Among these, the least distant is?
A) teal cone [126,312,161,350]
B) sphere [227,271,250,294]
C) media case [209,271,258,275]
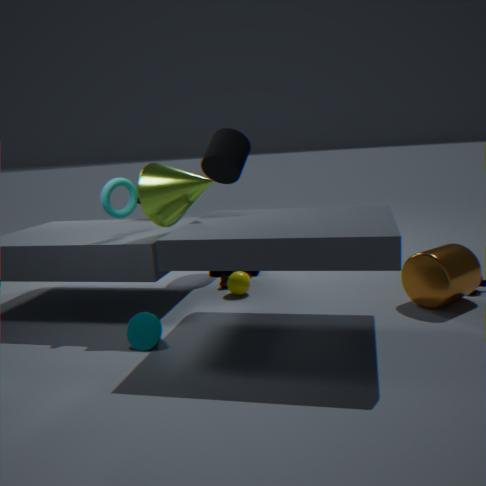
teal cone [126,312,161,350]
